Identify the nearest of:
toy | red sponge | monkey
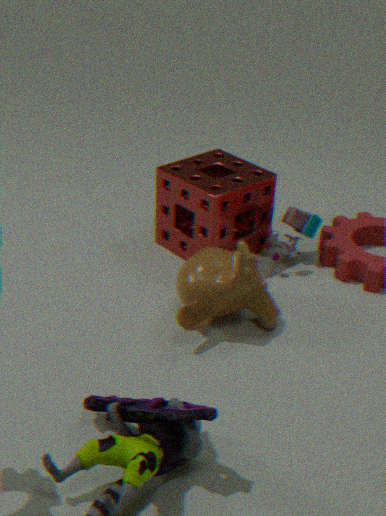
monkey
